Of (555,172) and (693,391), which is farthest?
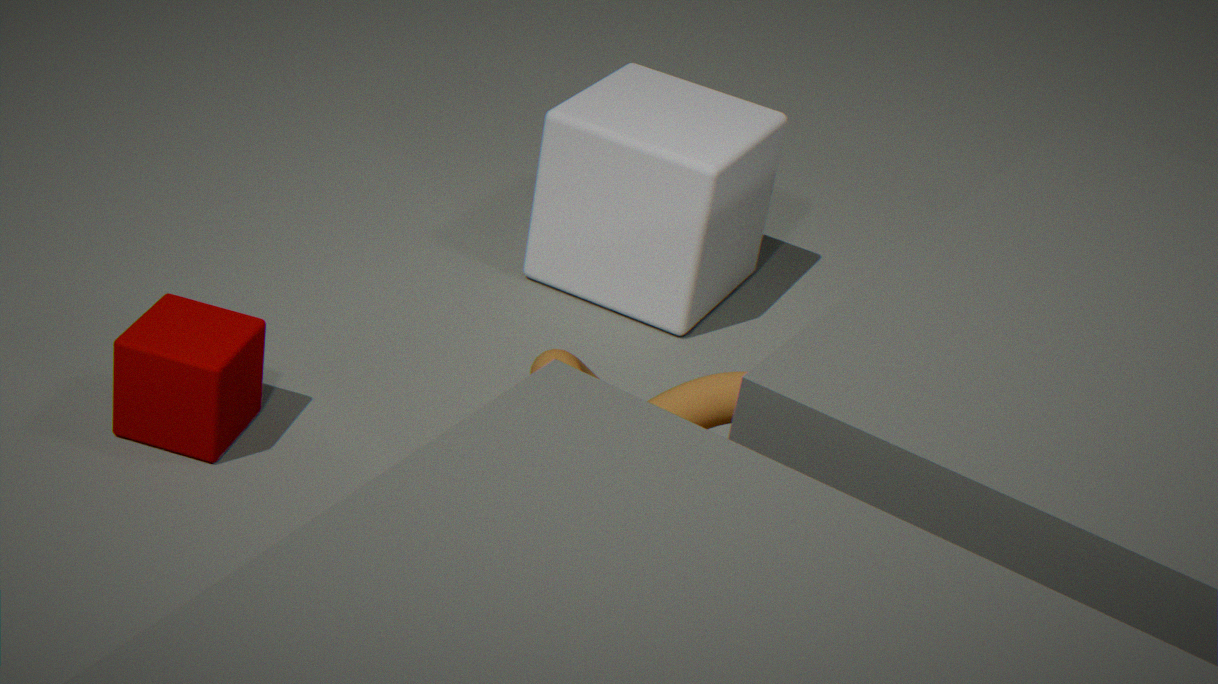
(555,172)
